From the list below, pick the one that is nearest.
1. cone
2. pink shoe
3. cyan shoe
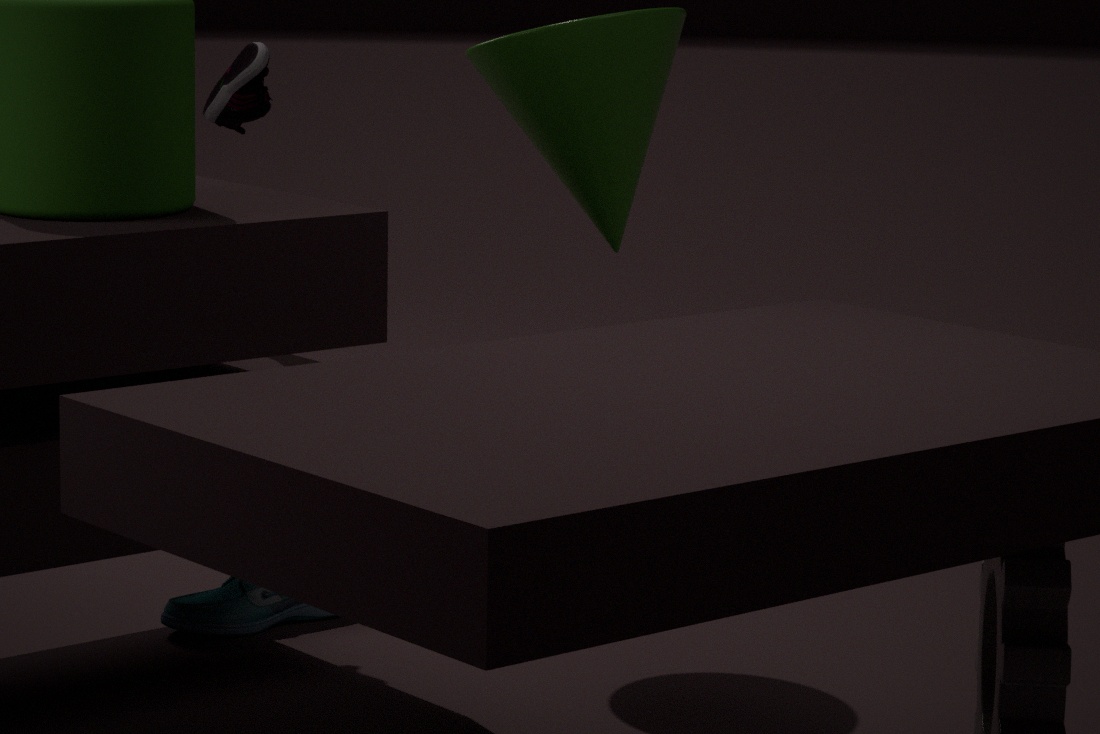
cone
